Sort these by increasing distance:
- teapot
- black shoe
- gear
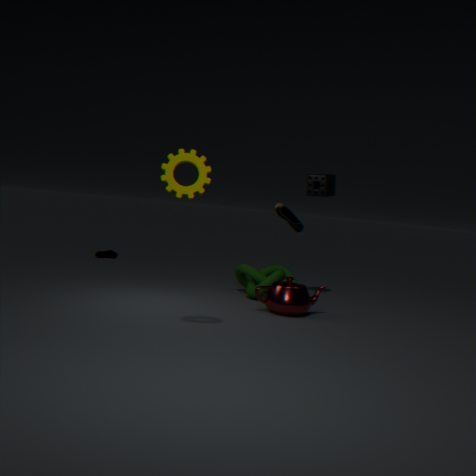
gear
teapot
black shoe
